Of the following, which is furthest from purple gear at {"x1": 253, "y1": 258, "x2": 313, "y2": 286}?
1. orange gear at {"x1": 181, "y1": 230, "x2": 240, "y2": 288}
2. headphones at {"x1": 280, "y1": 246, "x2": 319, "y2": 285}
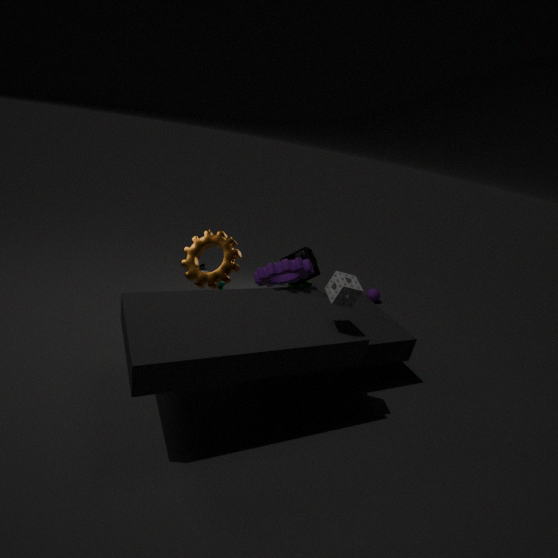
orange gear at {"x1": 181, "y1": 230, "x2": 240, "y2": 288}
